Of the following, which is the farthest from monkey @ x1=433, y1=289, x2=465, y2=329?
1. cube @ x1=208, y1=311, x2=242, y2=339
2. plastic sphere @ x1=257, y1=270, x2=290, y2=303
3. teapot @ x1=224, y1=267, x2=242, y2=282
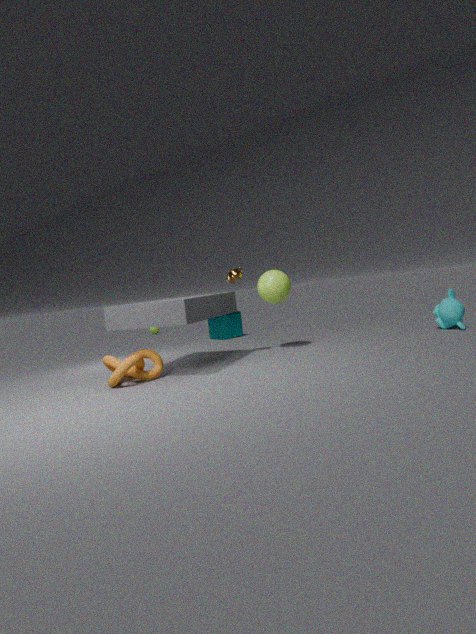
cube @ x1=208, y1=311, x2=242, y2=339
